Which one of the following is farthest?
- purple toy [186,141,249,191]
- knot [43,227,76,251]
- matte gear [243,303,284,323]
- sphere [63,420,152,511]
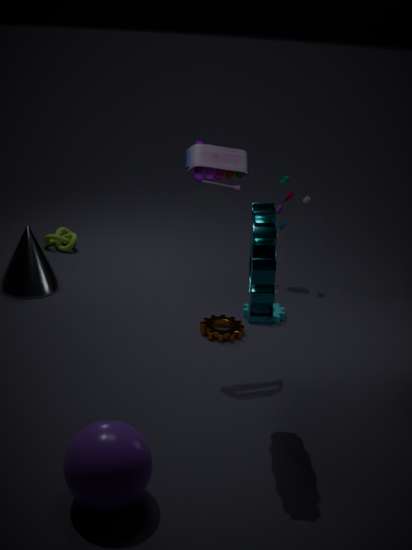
knot [43,227,76,251]
